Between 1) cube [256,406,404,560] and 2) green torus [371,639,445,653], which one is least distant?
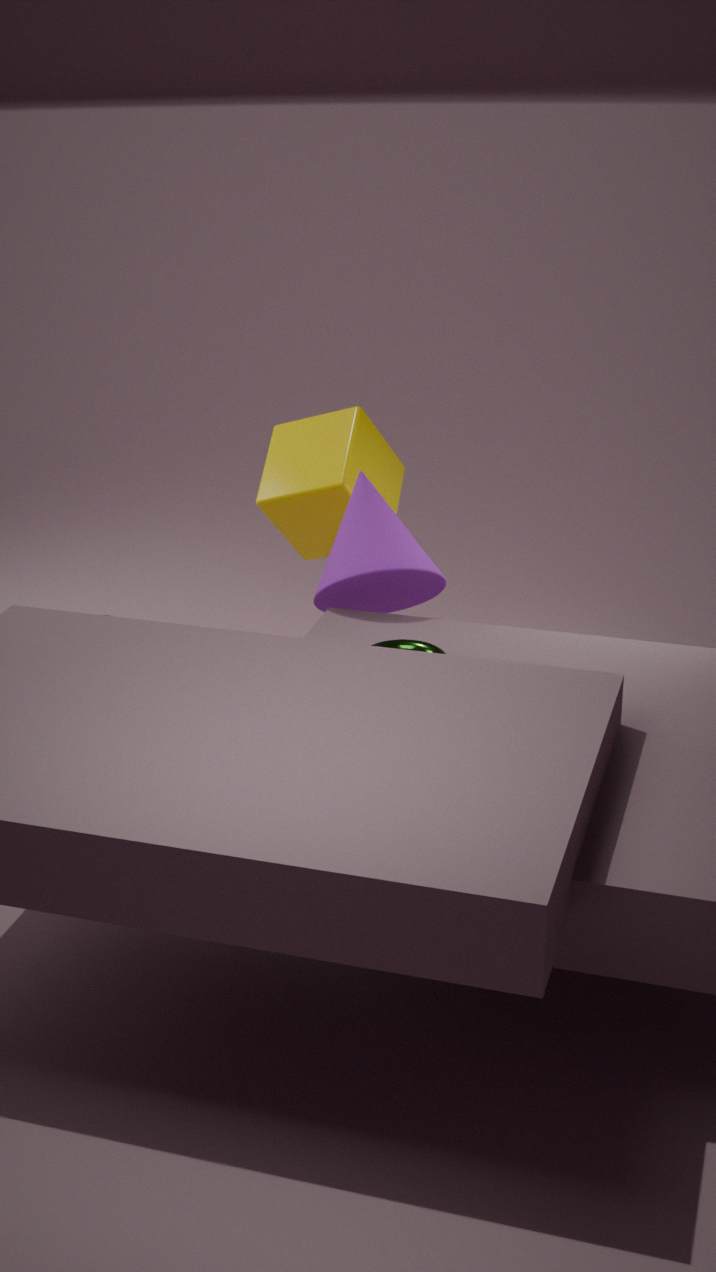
2. green torus [371,639,445,653]
